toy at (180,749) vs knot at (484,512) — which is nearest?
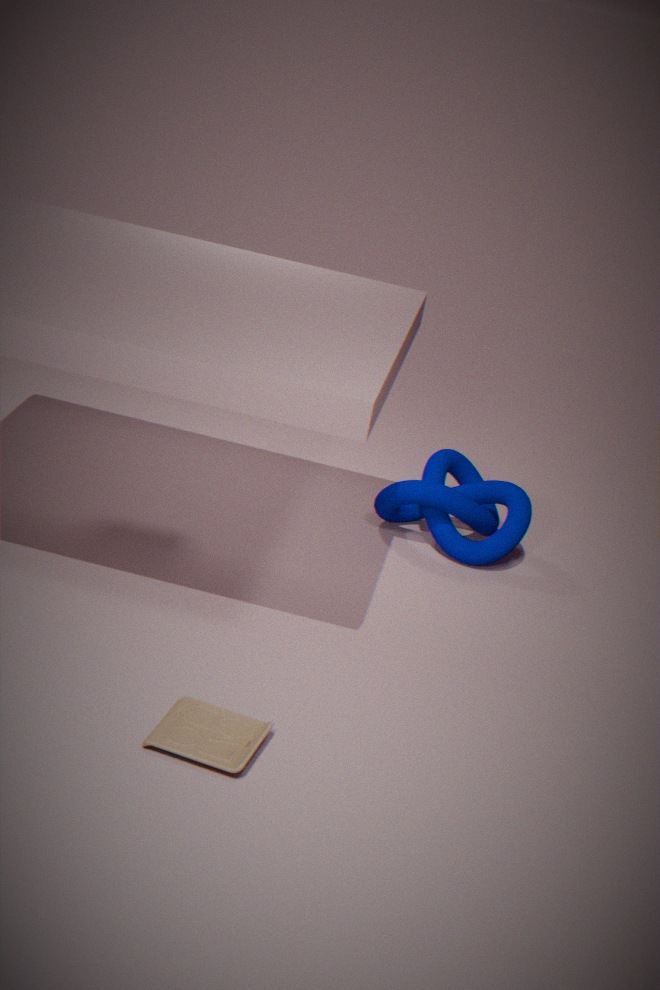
toy at (180,749)
